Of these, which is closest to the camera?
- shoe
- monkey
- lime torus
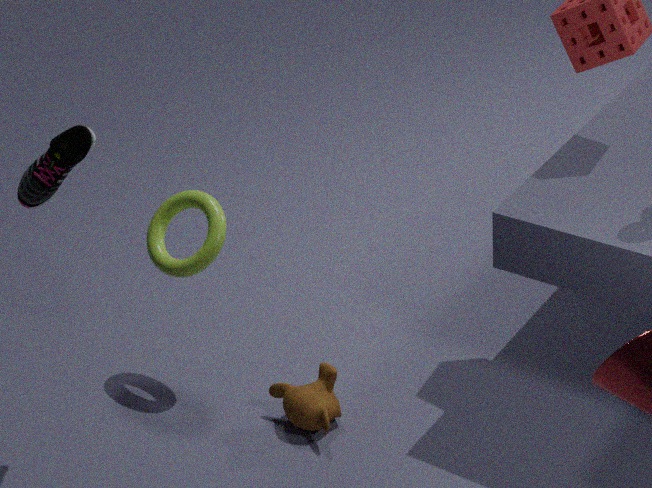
shoe
